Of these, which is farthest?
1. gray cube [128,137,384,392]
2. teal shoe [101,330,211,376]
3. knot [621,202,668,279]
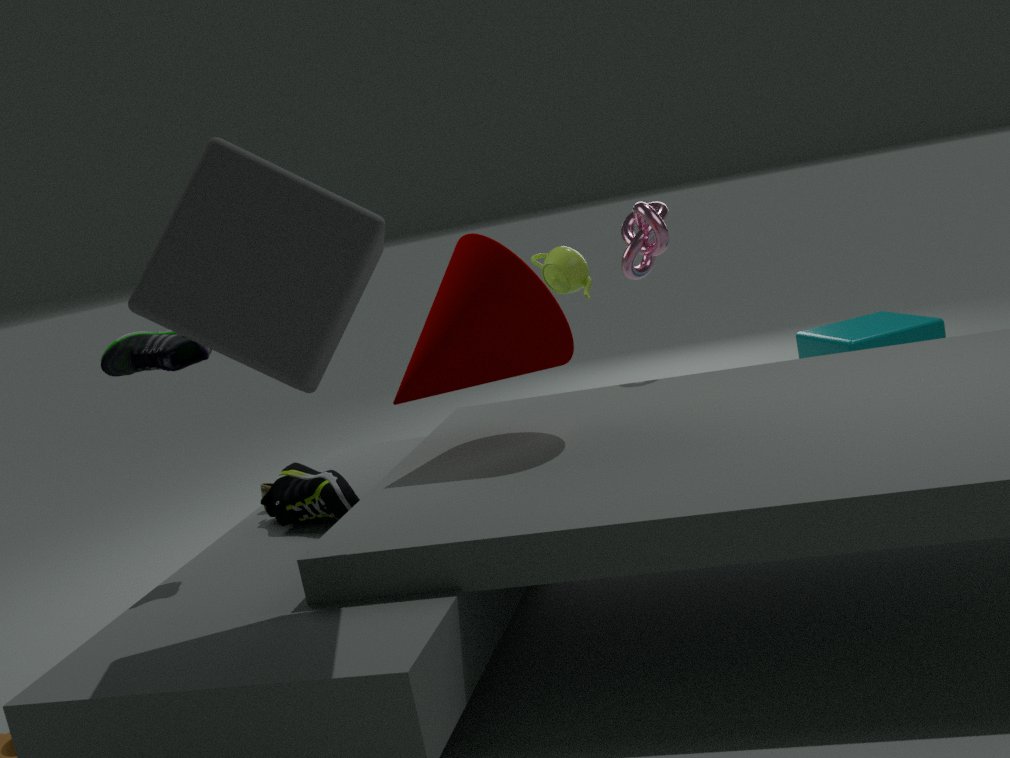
knot [621,202,668,279]
